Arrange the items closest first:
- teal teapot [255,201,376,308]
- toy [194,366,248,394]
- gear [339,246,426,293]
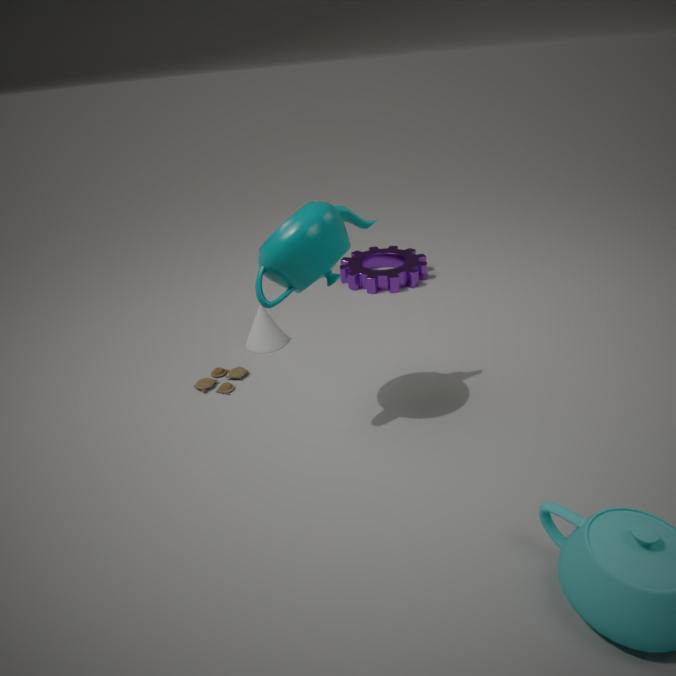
teal teapot [255,201,376,308], toy [194,366,248,394], gear [339,246,426,293]
